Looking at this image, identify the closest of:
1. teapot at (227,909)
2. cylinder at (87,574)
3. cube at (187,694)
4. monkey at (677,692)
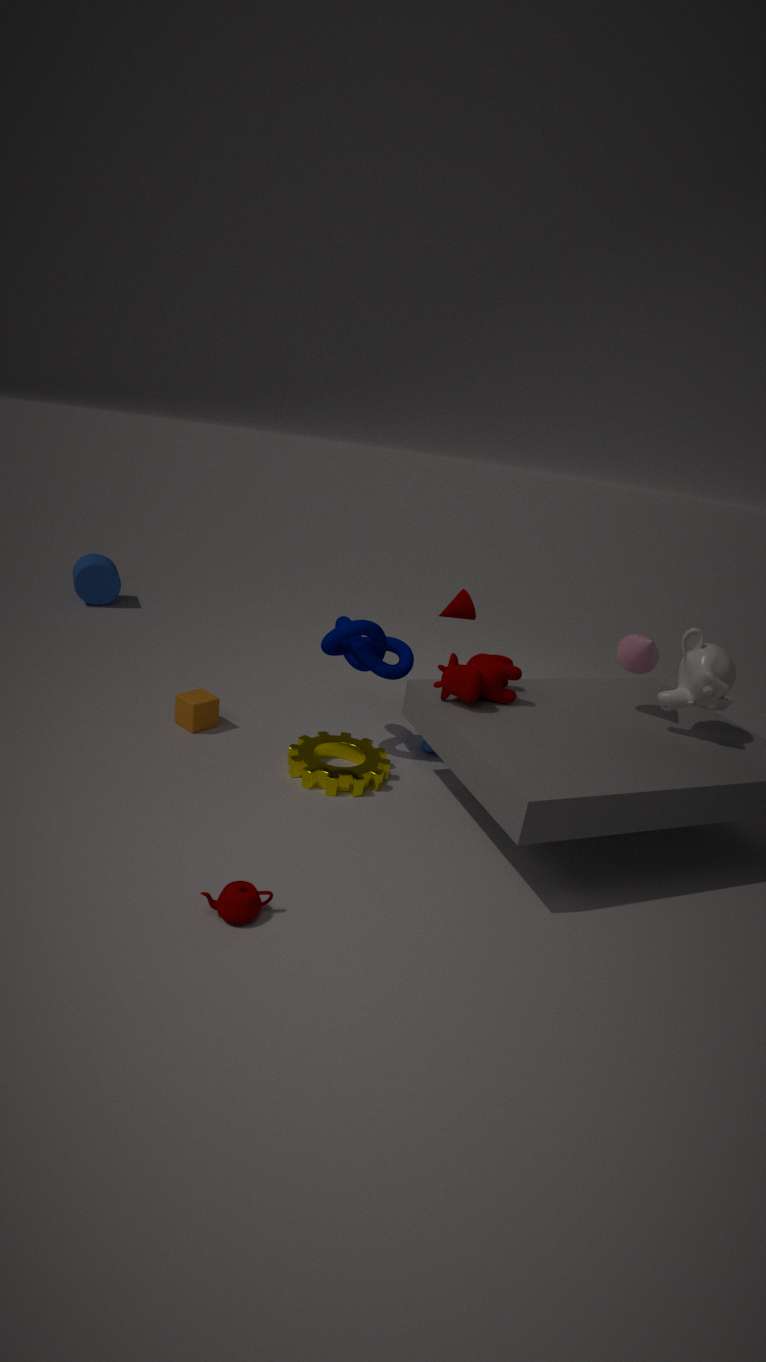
teapot at (227,909)
